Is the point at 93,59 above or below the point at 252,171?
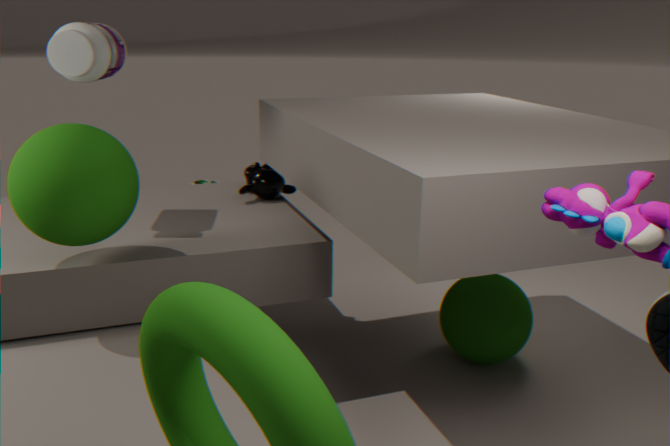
above
